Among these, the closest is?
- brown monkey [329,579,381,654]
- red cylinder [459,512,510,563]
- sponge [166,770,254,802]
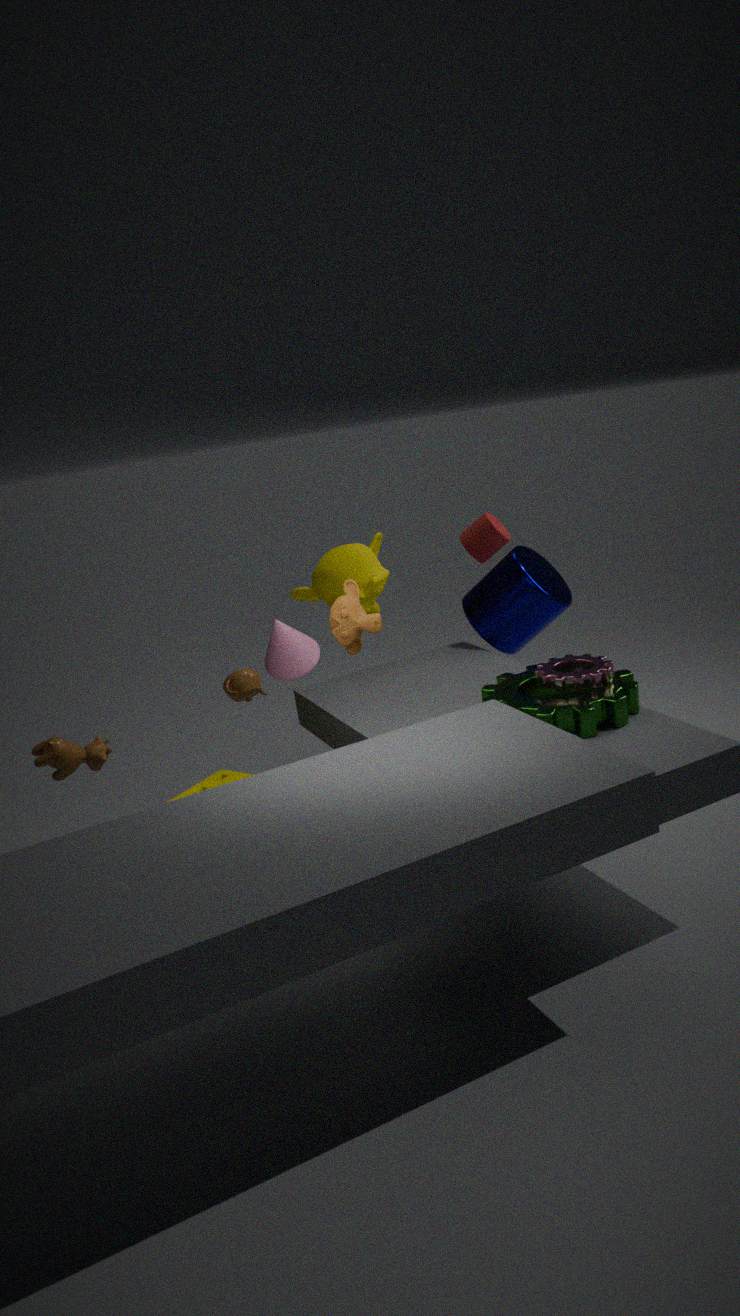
brown monkey [329,579,381,654]
